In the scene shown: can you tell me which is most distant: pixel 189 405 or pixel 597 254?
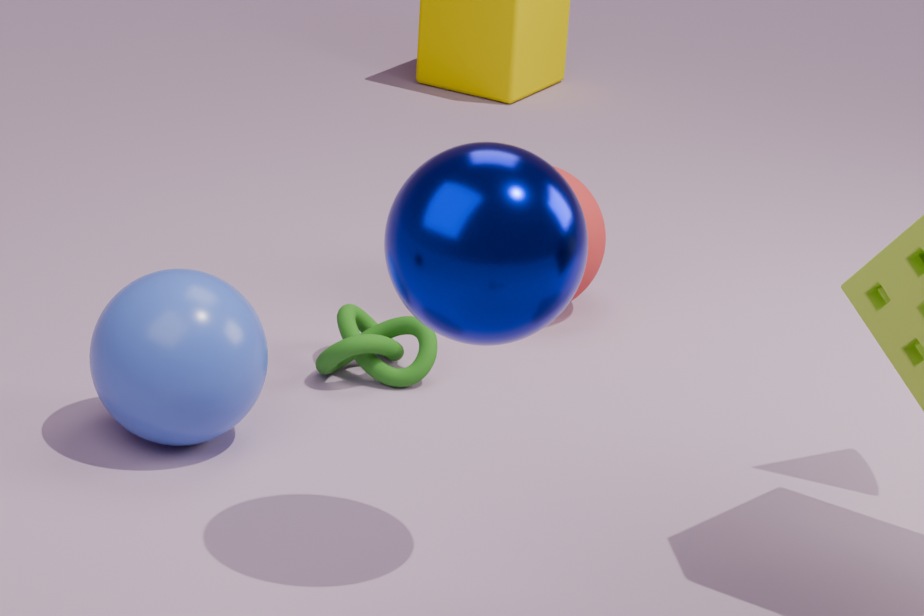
pixel 597 254
